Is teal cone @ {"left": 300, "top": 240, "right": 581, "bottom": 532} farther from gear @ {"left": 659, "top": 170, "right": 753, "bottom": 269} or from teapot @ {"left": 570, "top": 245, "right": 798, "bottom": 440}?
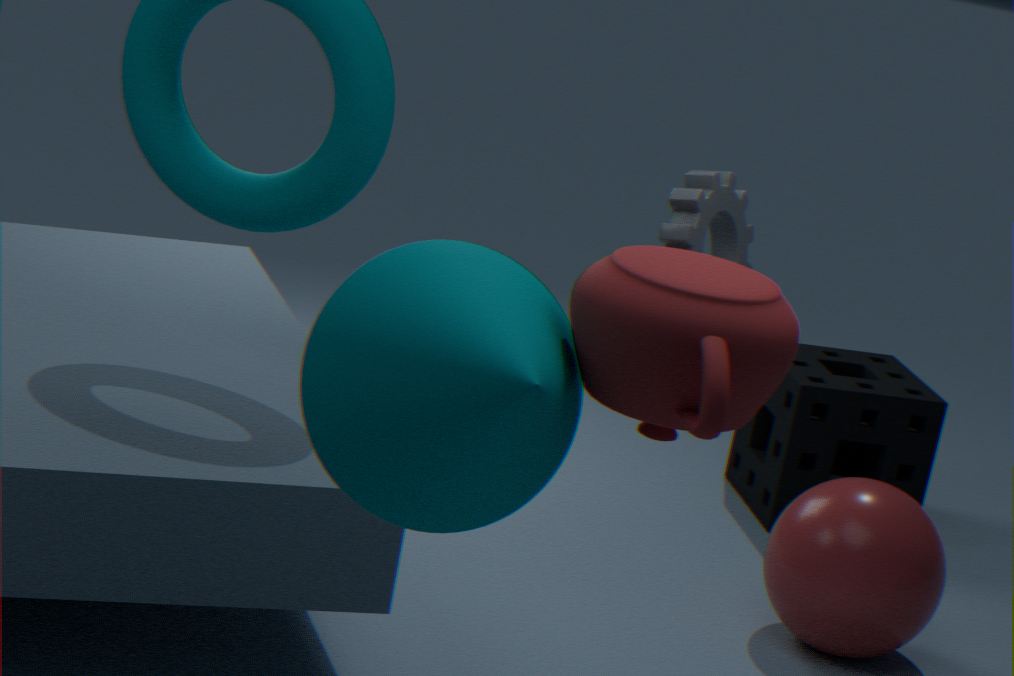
gear @ {"left": 659, "top": 170, "right": 753, "bottom": 269}
